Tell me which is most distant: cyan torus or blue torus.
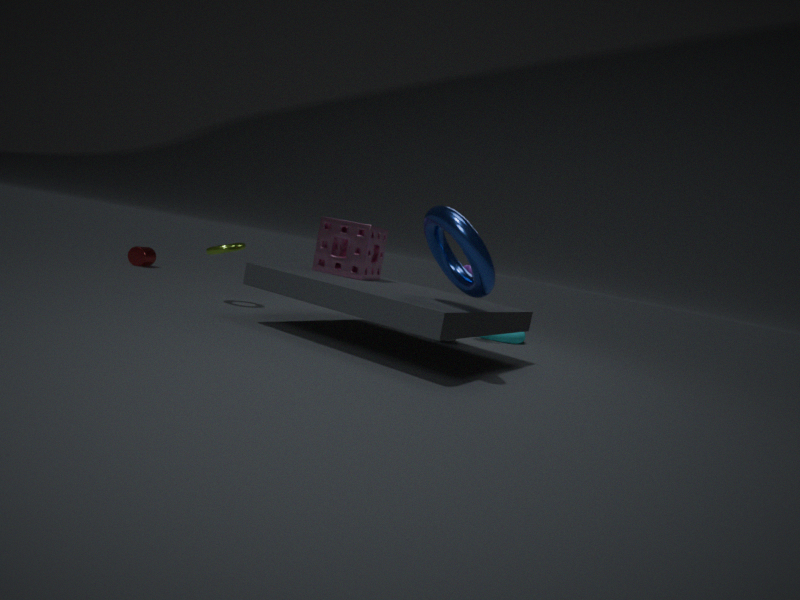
cyan torus
